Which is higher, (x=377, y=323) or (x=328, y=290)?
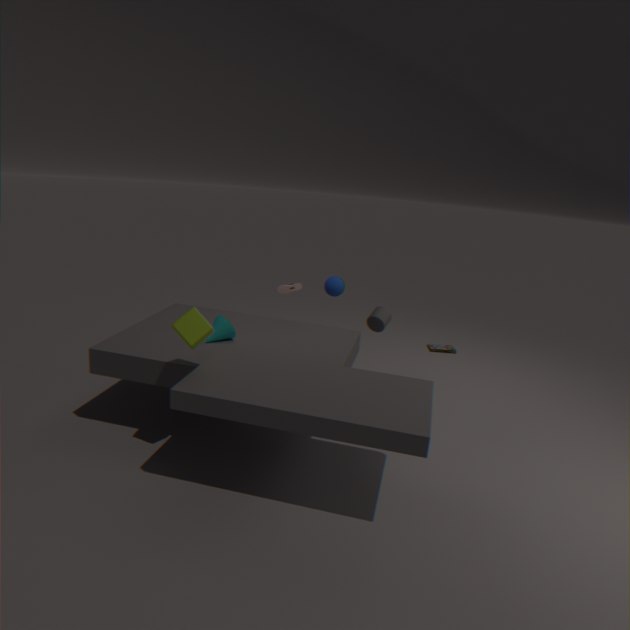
(x=328, y=290)
